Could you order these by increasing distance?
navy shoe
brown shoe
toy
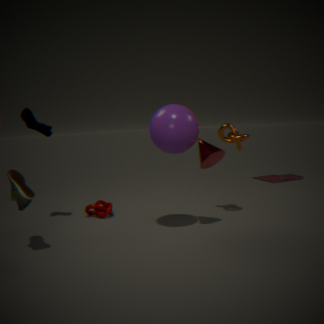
1. brown shoe
2. navy shoe
3. toy
